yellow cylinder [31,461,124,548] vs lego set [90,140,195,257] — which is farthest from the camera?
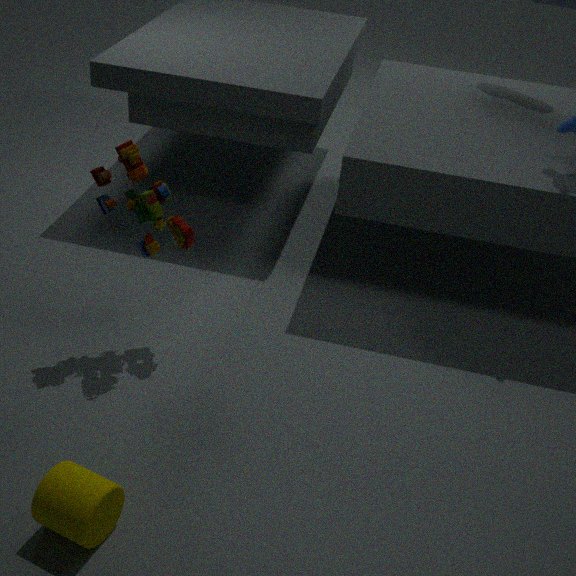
lego set [90,140,195,257]
